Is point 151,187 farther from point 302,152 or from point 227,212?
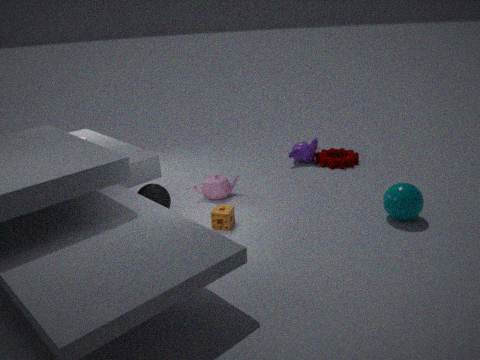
point 302,152
